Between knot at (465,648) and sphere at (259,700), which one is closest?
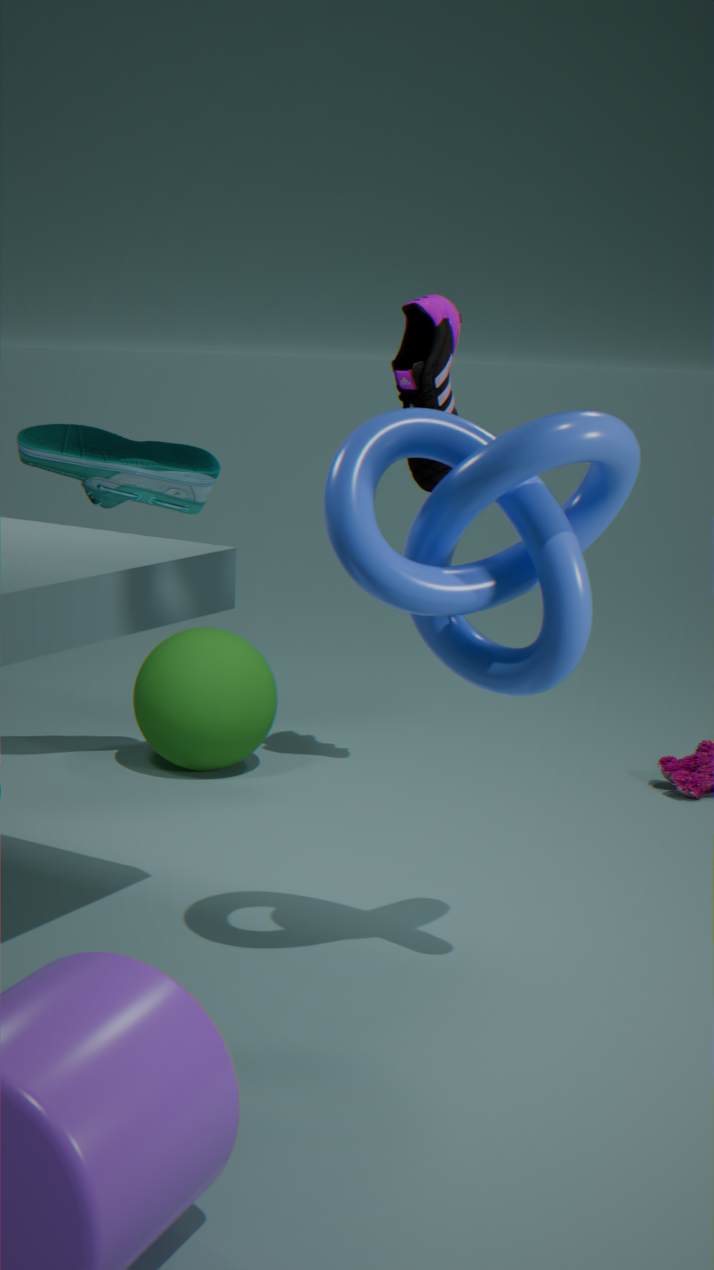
knot at (465,648)
